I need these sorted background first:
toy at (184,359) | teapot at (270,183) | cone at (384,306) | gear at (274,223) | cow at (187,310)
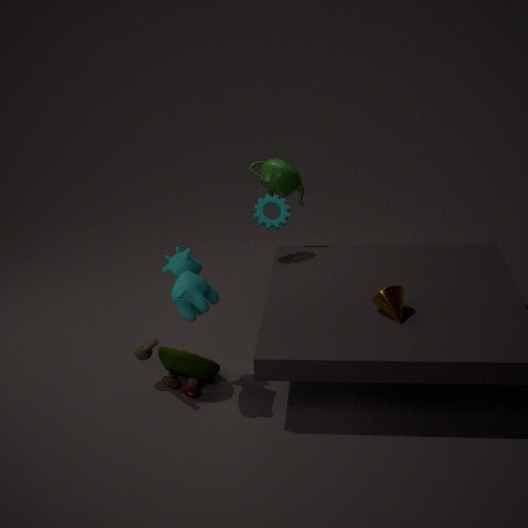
teapot at (270,183), gear at (274,223), toy at (184,359), cone at (384,306), cow at (187,310)
